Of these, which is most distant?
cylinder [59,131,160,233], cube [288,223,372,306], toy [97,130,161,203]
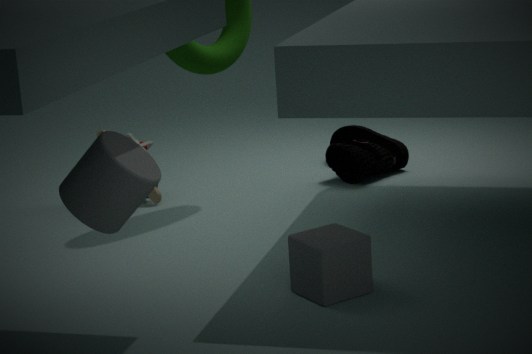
toy [97,130,161,203]
